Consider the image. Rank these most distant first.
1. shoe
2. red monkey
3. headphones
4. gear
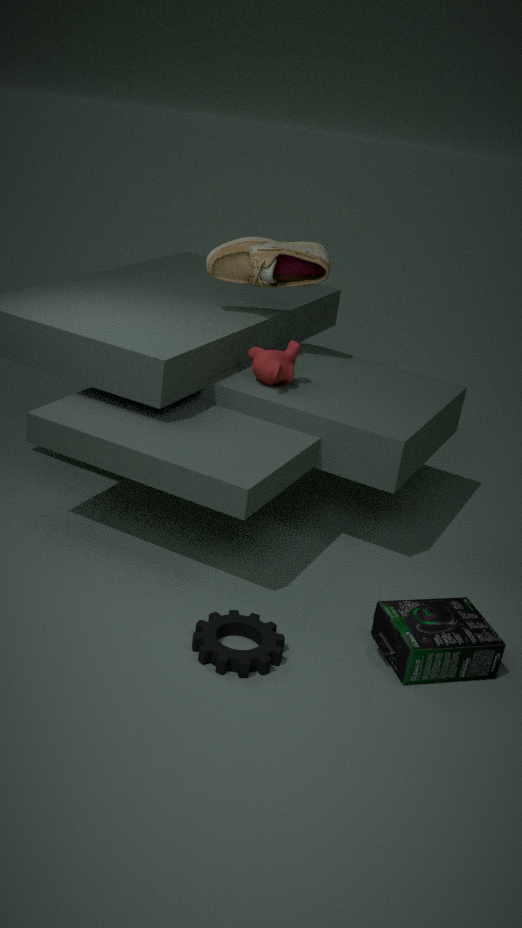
shoe → red monkey → headphones → gear
